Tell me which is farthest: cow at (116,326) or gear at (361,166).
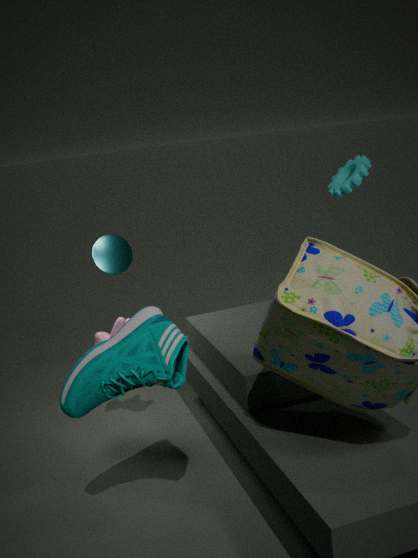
gear at (361,166)
